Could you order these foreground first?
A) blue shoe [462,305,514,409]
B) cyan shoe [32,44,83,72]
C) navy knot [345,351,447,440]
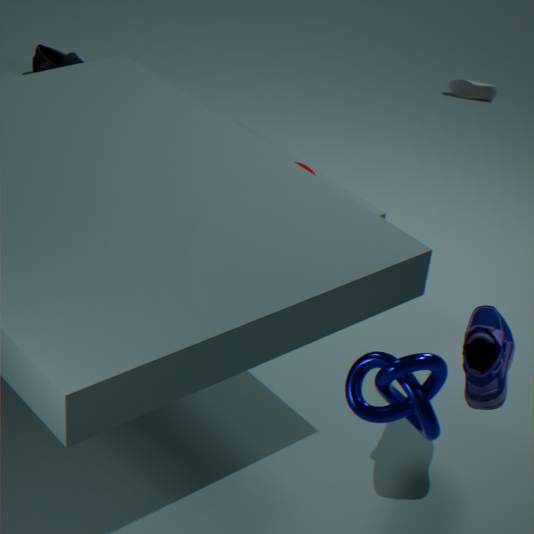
navy knot [345,351,447,440]
blue shoe [462,305,514,409]
cyan shoe [32,44,83,72]
